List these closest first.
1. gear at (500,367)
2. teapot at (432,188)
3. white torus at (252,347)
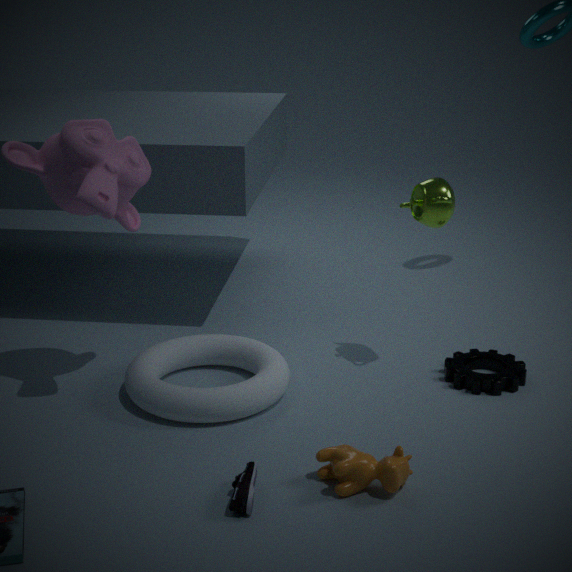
white torus at (252,347)
teapot at (432,188)
gear at (500,367)
